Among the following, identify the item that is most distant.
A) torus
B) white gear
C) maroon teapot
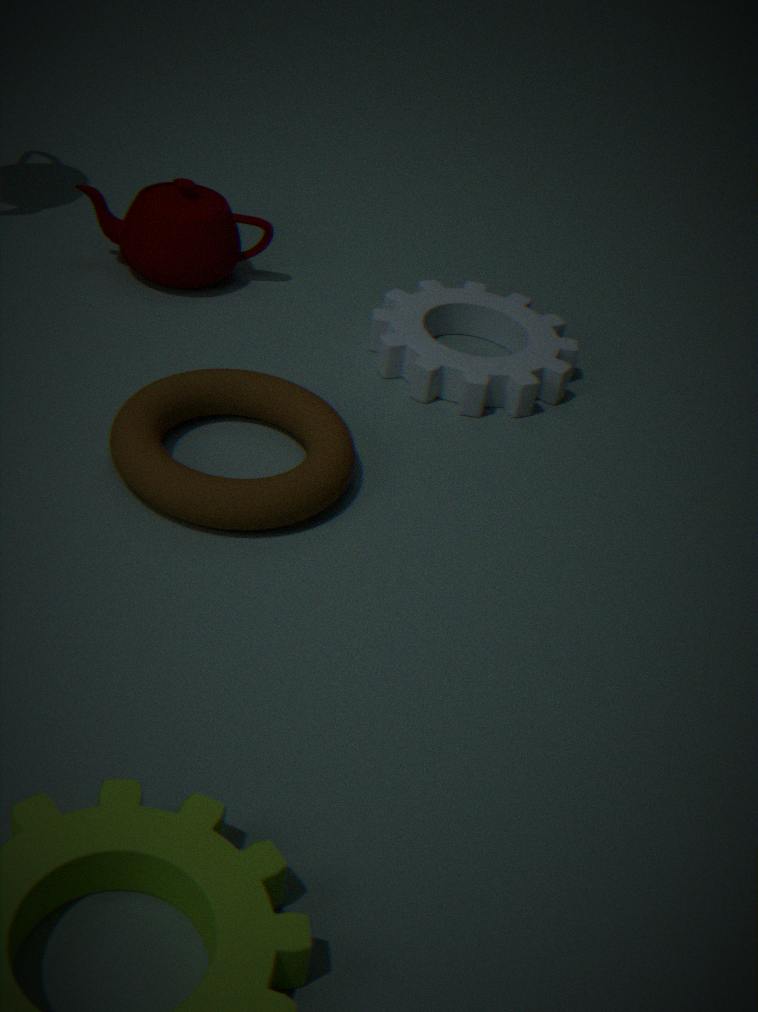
maroon teapot
